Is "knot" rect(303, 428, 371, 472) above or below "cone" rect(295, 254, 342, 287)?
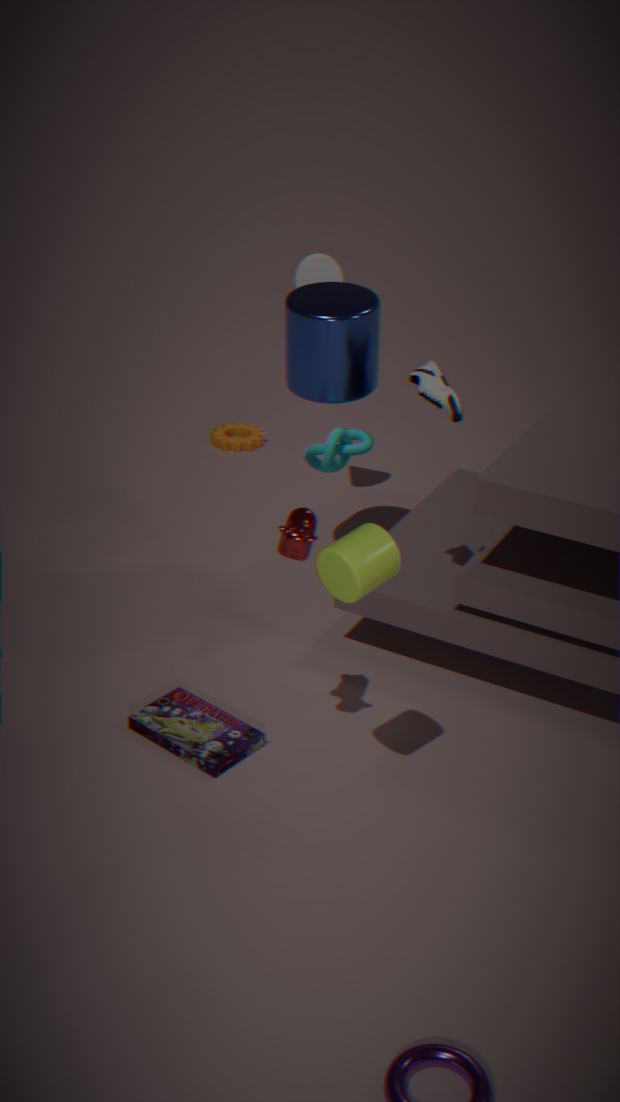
below
